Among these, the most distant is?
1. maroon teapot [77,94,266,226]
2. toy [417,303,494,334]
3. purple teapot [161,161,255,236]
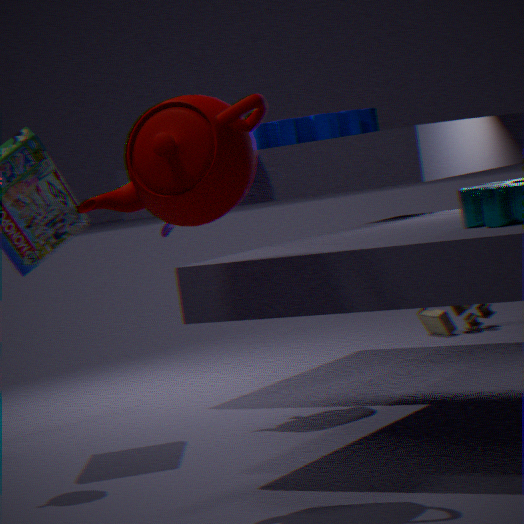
toy [417,303,494,334]
